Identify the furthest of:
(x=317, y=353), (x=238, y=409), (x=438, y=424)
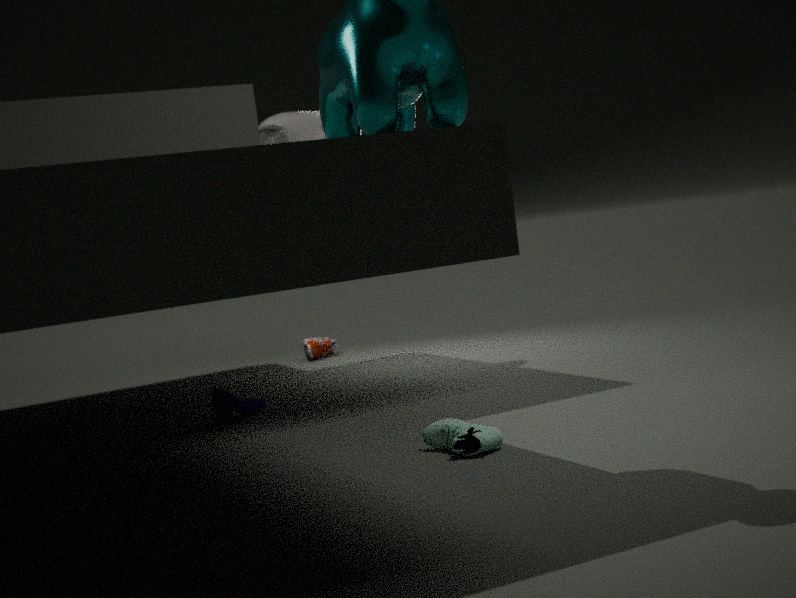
(x=317, y=353)
